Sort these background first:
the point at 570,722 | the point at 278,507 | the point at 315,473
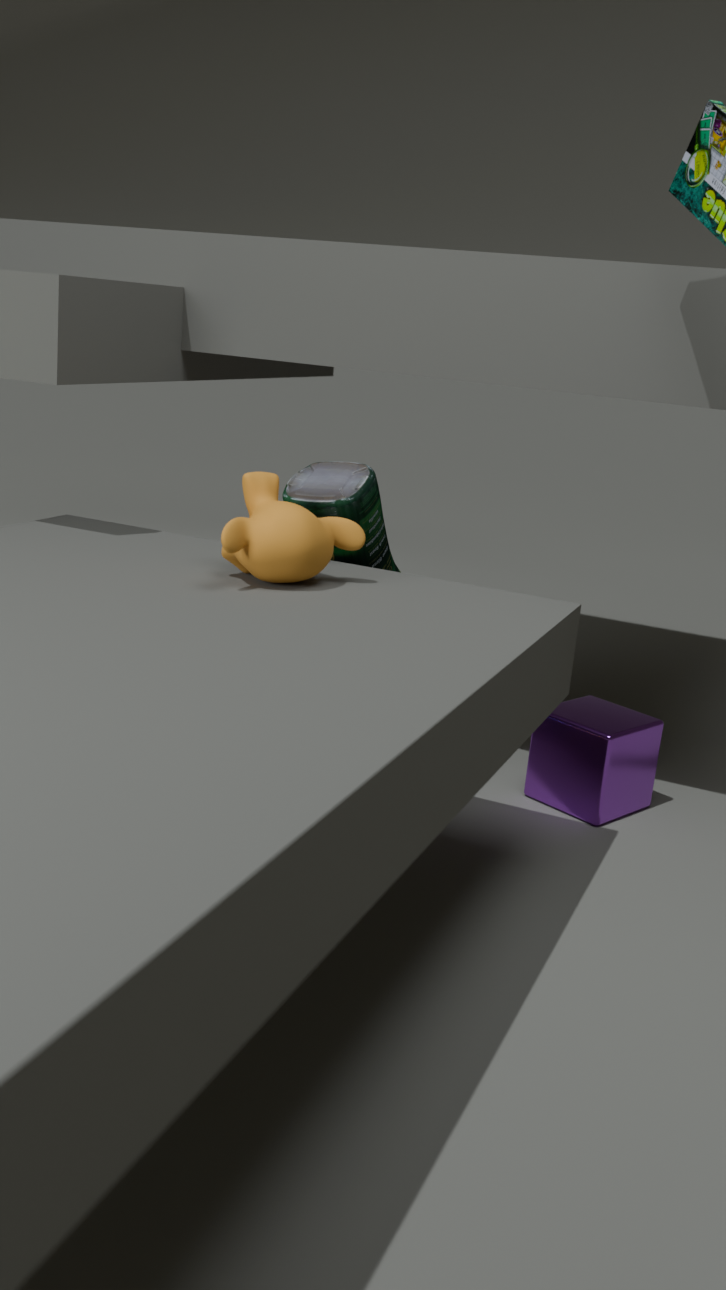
the point at 570,722
the point at 315,473
the point at 278,507
